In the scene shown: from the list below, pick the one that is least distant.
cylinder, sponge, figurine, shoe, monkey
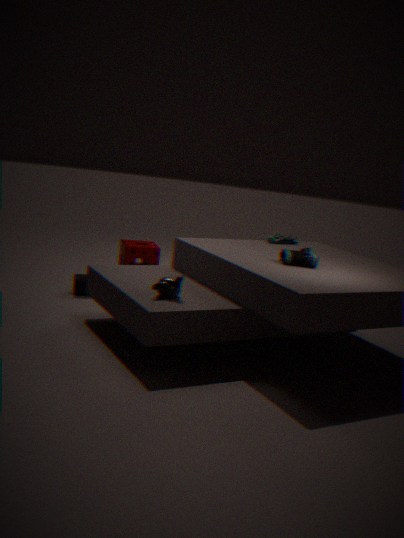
monkey
